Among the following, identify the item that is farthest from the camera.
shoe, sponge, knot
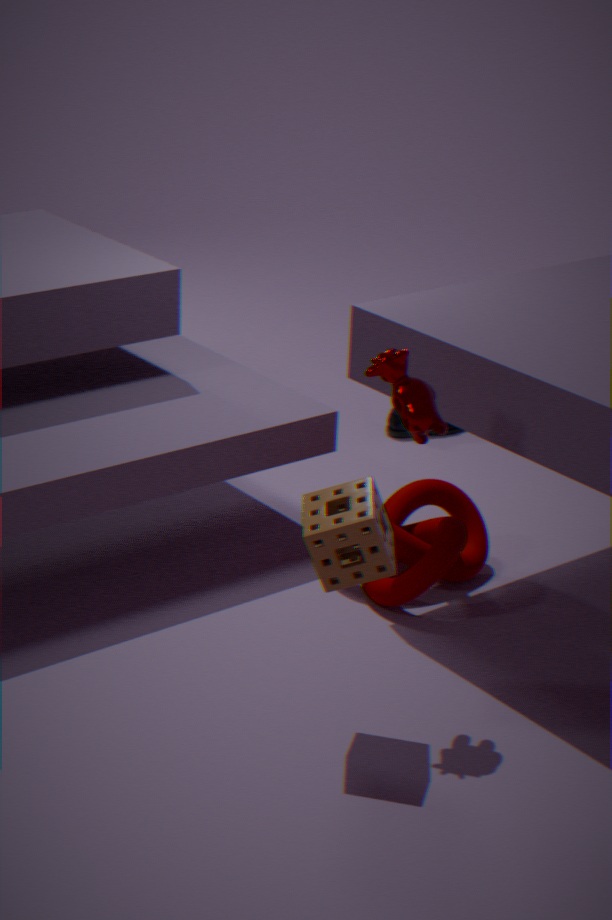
shoe
